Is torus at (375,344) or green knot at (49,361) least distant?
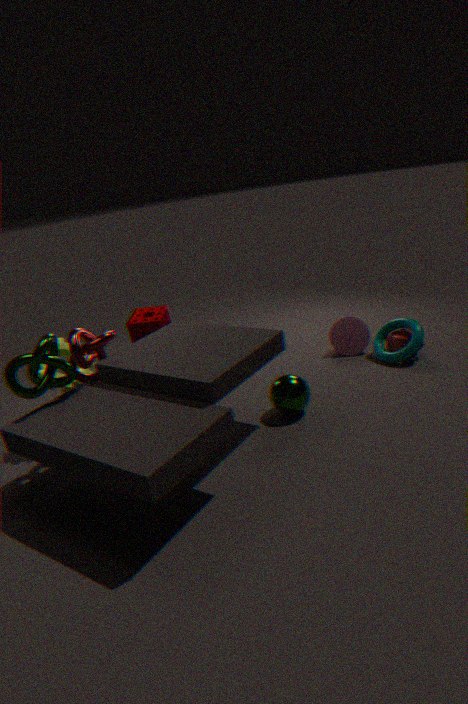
green knot at (49,361)
